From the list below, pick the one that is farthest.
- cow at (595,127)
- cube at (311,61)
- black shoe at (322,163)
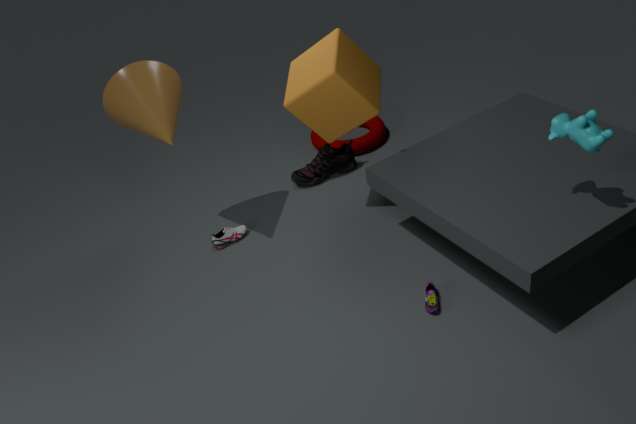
black shoe at (322,163)
